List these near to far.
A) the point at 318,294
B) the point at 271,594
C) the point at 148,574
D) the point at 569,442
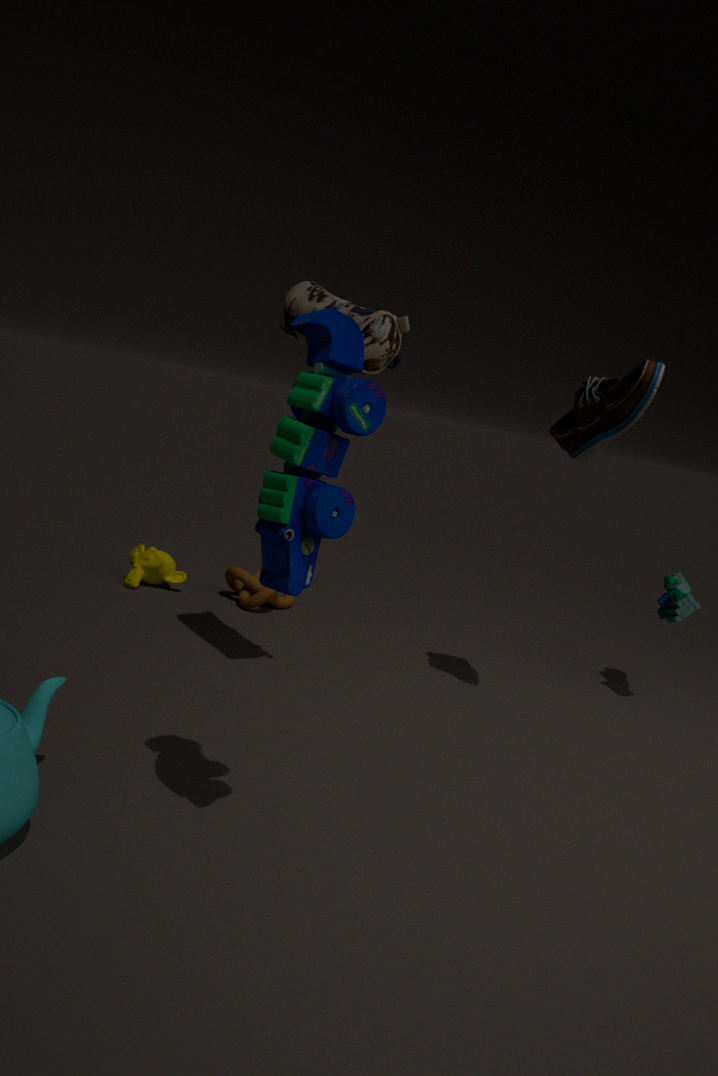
the point at 318,294 < the point at 569,442 < the point at 271,594 < the point at 148,574
